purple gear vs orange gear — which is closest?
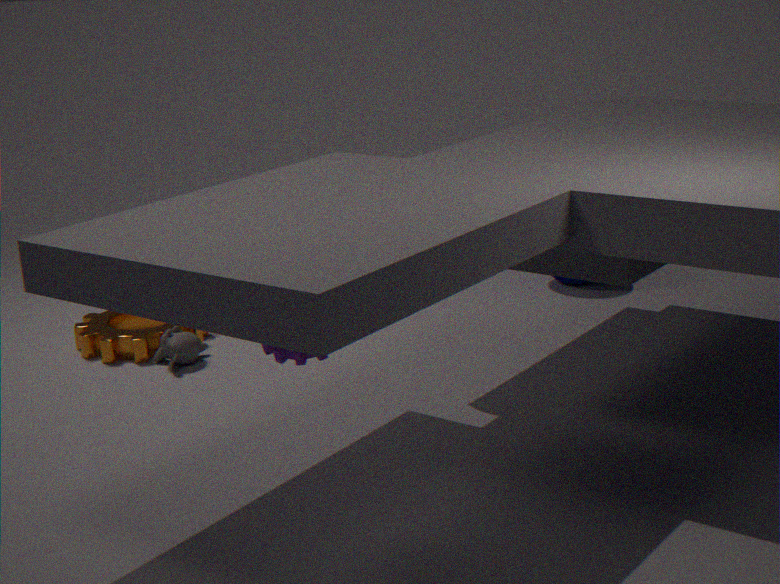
purple gear
